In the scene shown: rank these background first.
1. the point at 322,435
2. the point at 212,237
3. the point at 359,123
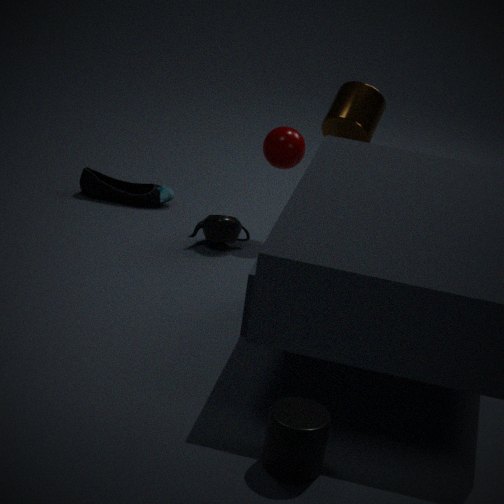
1. the point at 212,237
2. the point at 359,123
3. the point at 322,435
